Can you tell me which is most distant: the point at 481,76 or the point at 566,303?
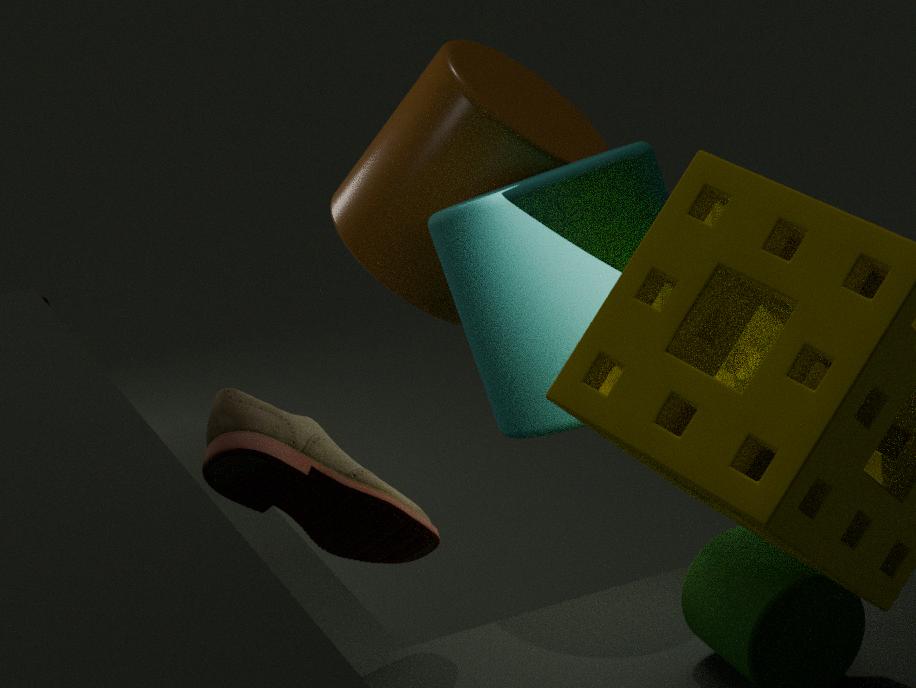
the point at 481,76
